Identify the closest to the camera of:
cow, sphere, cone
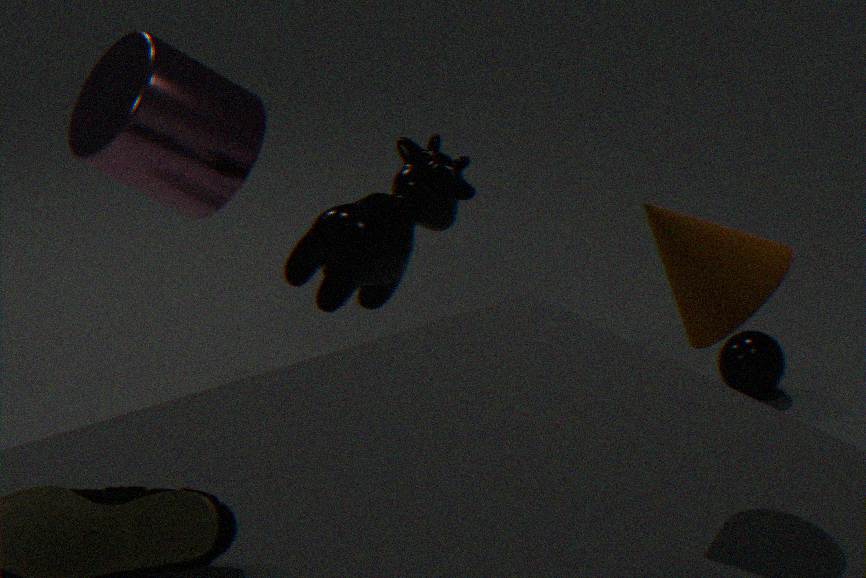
cone
